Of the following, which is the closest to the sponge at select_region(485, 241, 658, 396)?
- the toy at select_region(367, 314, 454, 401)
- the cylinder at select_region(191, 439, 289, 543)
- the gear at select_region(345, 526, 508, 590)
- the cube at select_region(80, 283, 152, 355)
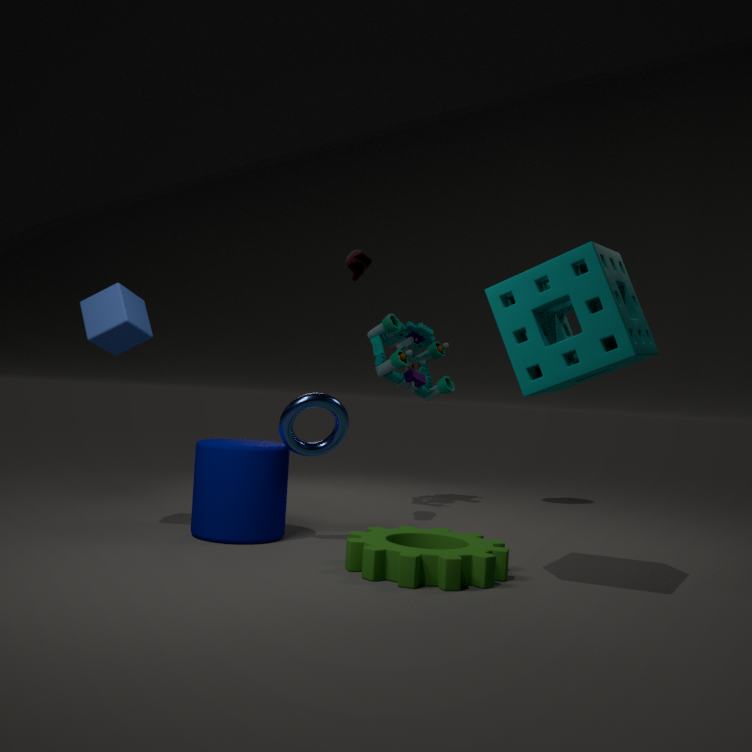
the gear at select_region(345, 526, 508, 590)
